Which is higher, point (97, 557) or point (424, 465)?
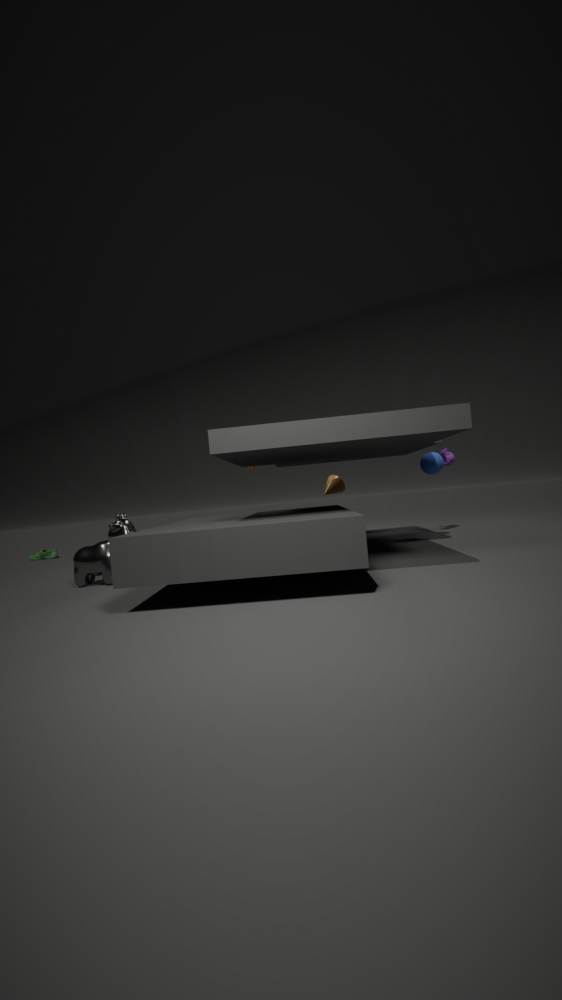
point (424, 465)
